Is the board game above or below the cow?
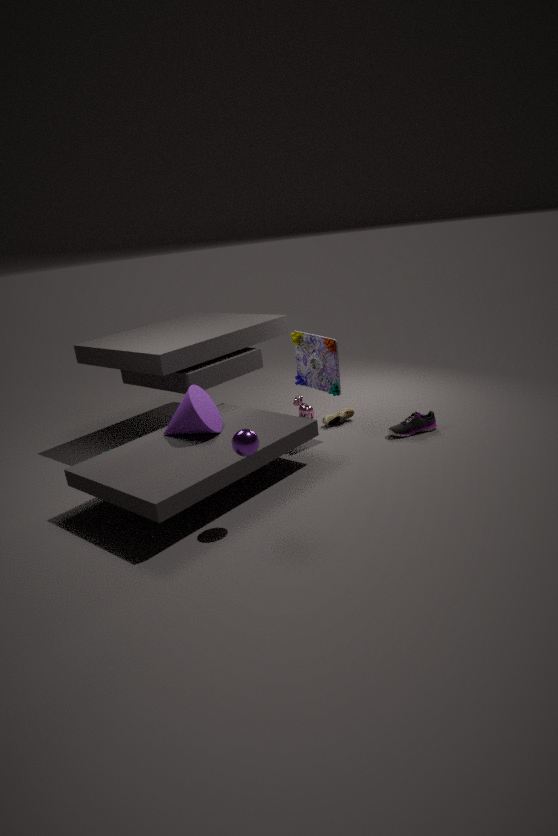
above
